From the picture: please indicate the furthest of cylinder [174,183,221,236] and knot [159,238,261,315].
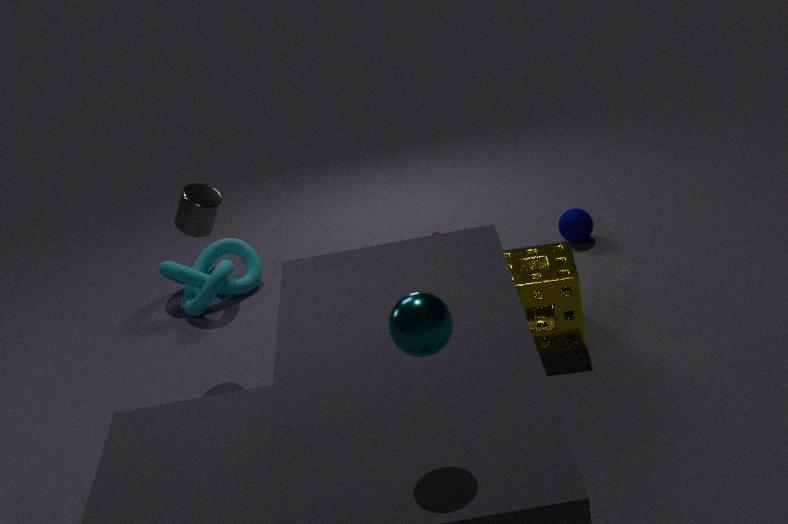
knot [159,238,261,315]
